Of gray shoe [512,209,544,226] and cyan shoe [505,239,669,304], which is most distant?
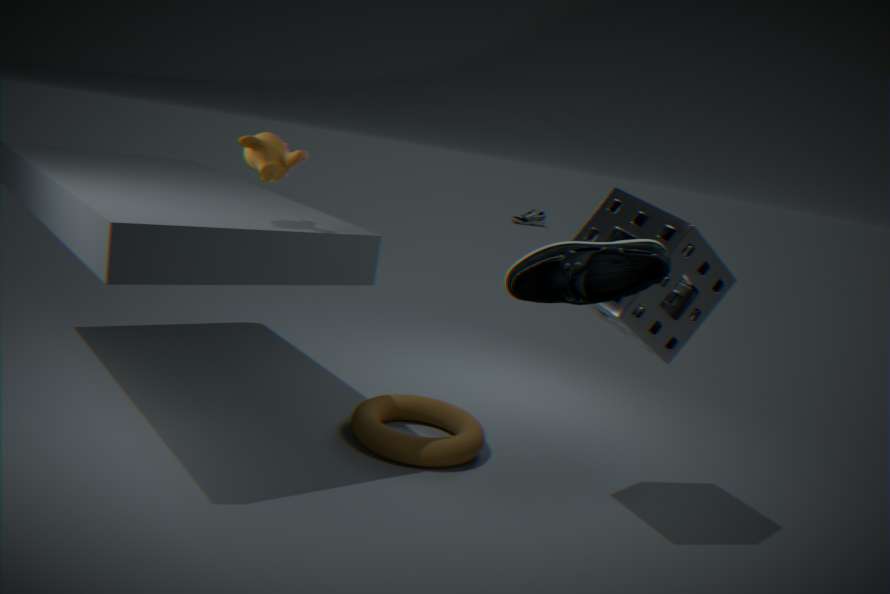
gray shoe [512,209,544,226]
